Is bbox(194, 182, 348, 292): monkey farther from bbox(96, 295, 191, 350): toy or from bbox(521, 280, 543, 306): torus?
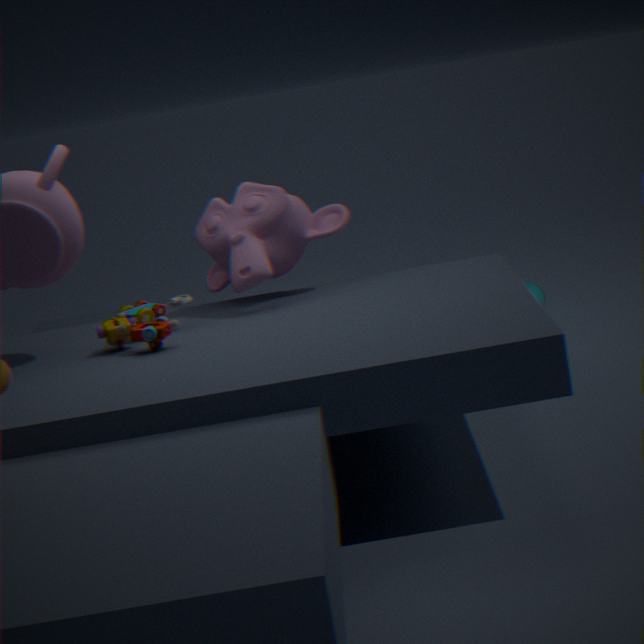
bbox(521, 280, 543, 306): torus
